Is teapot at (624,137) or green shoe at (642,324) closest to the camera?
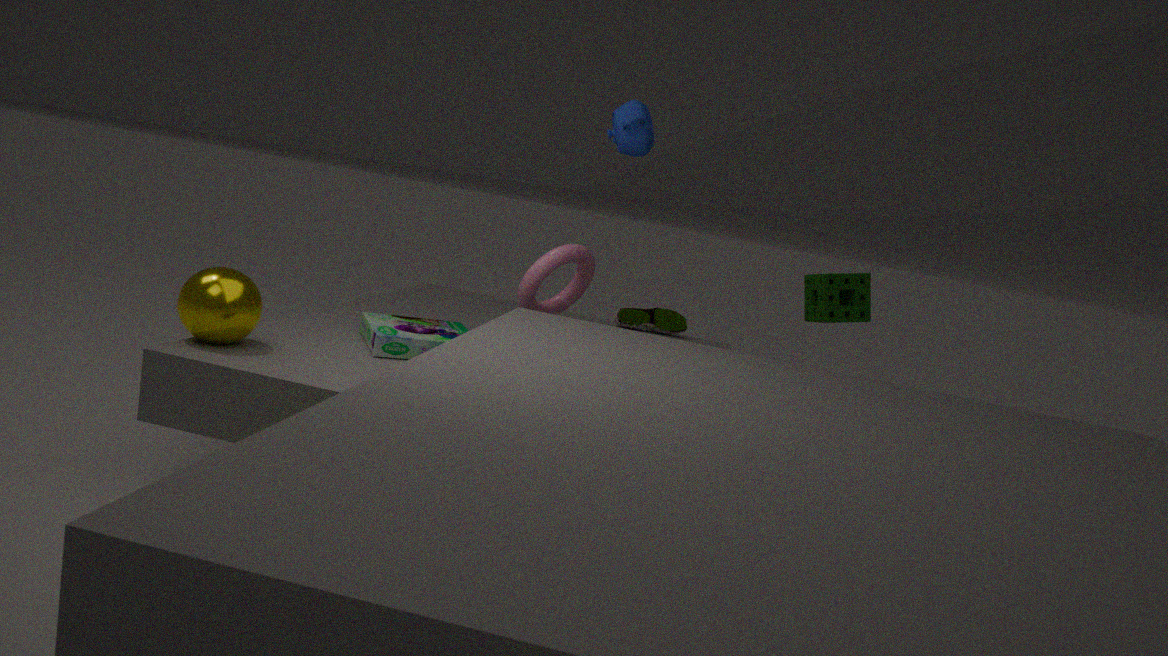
teapot at (624,137)
